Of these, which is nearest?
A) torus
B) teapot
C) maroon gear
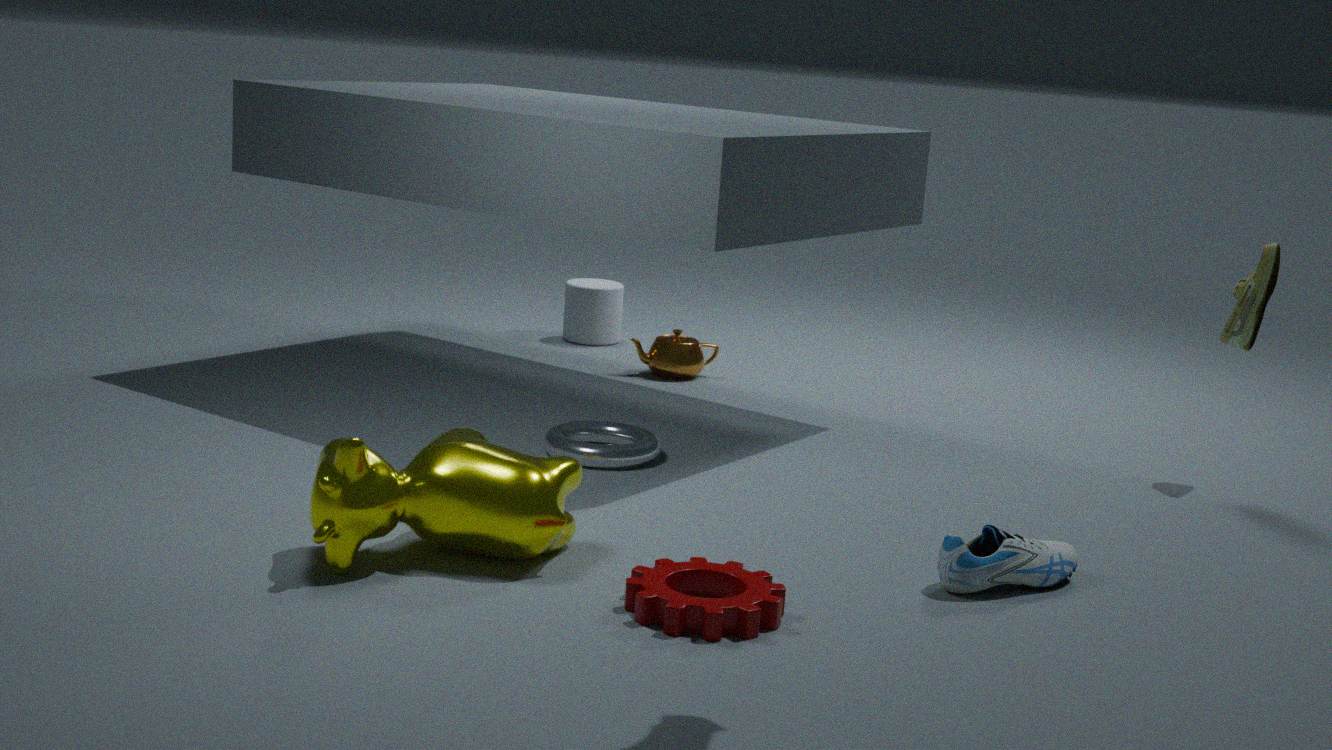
maroon gear
